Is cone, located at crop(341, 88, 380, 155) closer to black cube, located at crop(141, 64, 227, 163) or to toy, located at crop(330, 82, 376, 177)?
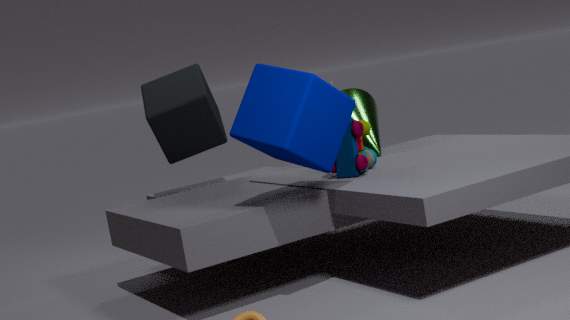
toy, located at crop(330, 82, 376, 177)
